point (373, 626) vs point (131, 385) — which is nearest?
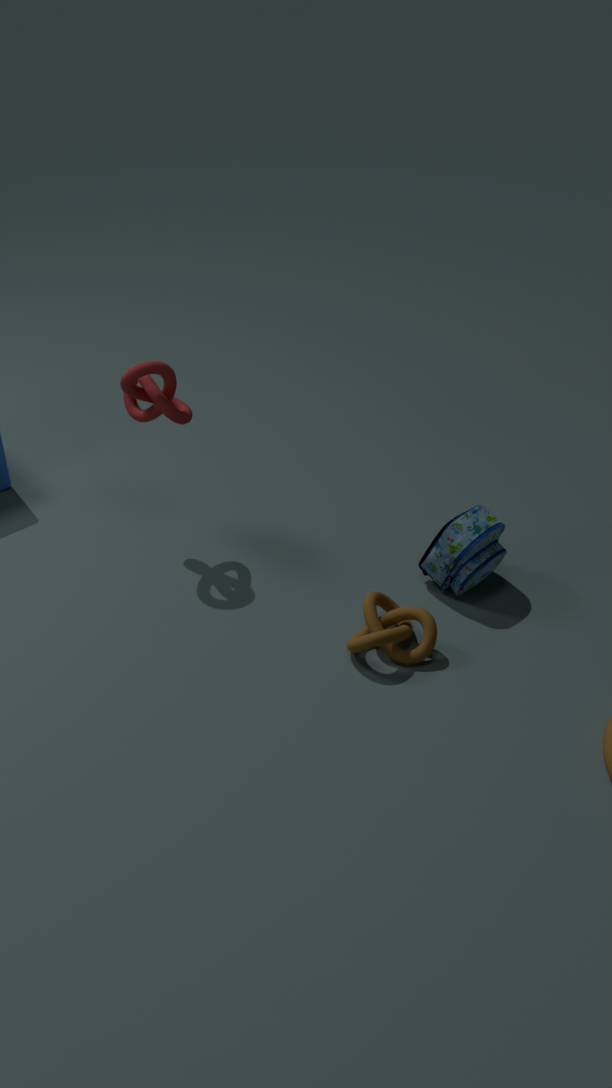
point (373, 626)
